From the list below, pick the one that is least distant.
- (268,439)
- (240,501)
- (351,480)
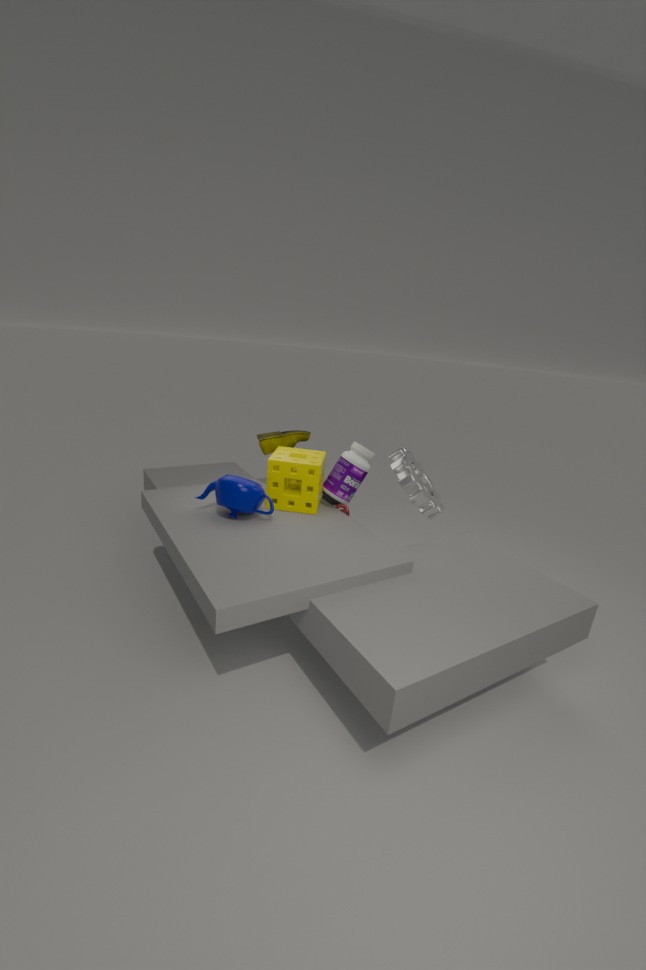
(240,501)
